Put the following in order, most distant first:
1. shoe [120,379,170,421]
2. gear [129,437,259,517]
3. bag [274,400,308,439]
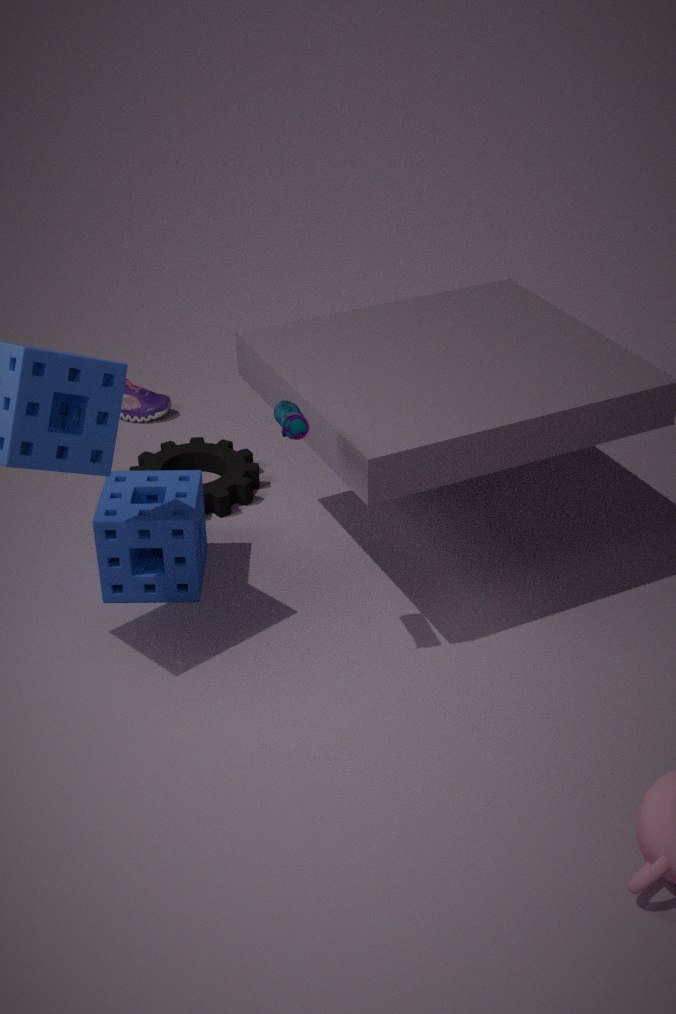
1. shoe [120,379,170,421]
2. gear [129,437,259,517]
3. bag [274,400,308,439]
